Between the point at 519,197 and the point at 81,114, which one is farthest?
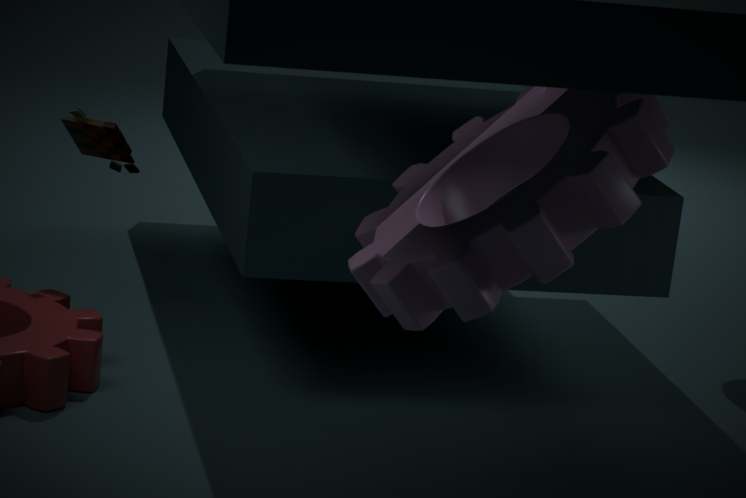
the point at 81,114
